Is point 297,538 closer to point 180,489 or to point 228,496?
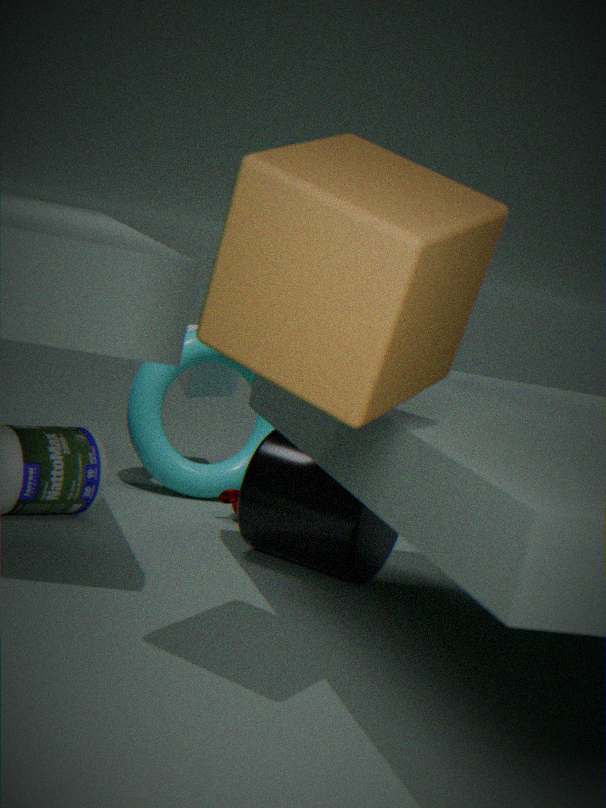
point 228,496
